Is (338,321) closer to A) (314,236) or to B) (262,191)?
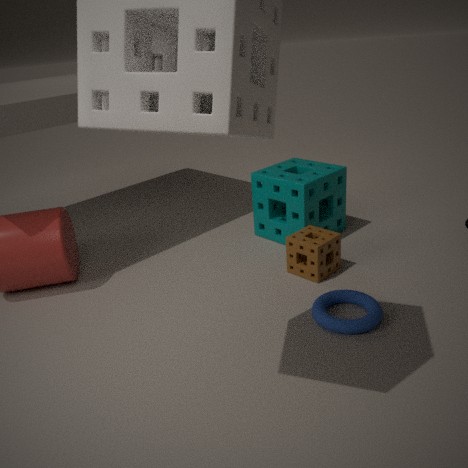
A) (314,236)
